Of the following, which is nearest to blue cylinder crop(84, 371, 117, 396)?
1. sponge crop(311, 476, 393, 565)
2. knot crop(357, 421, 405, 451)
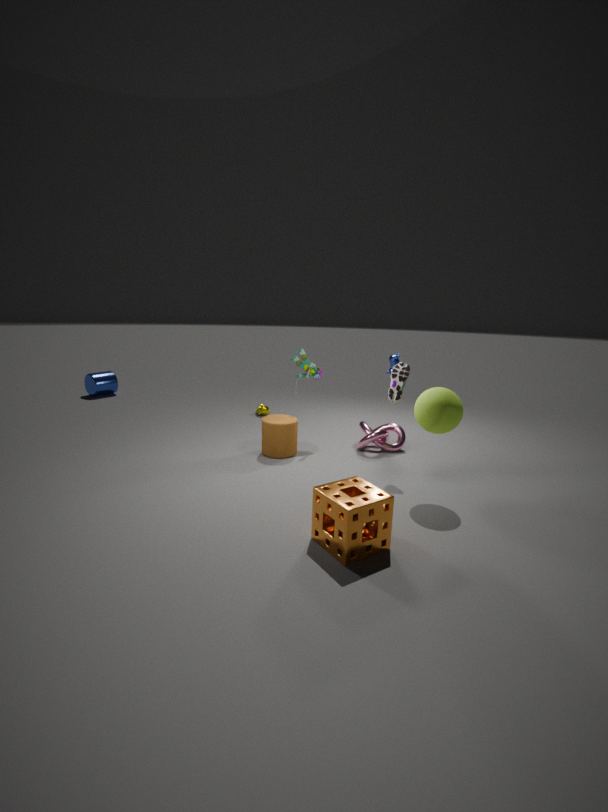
knot crop(357, 421, 405, 451)
